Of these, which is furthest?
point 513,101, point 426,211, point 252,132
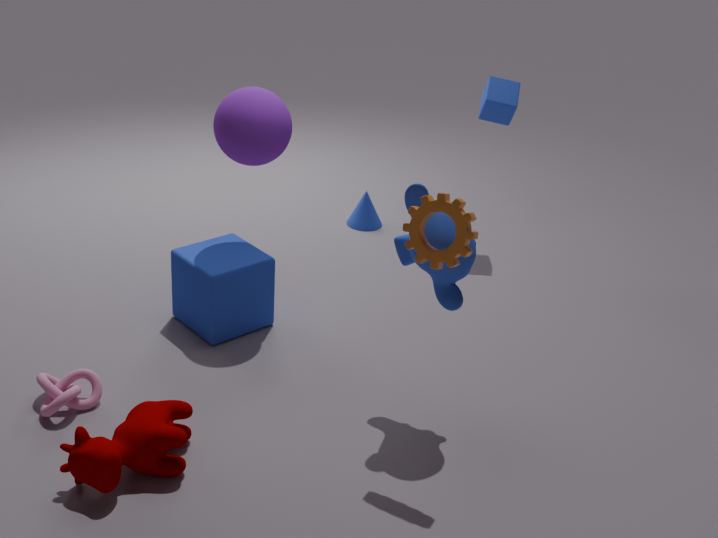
point 513,101
